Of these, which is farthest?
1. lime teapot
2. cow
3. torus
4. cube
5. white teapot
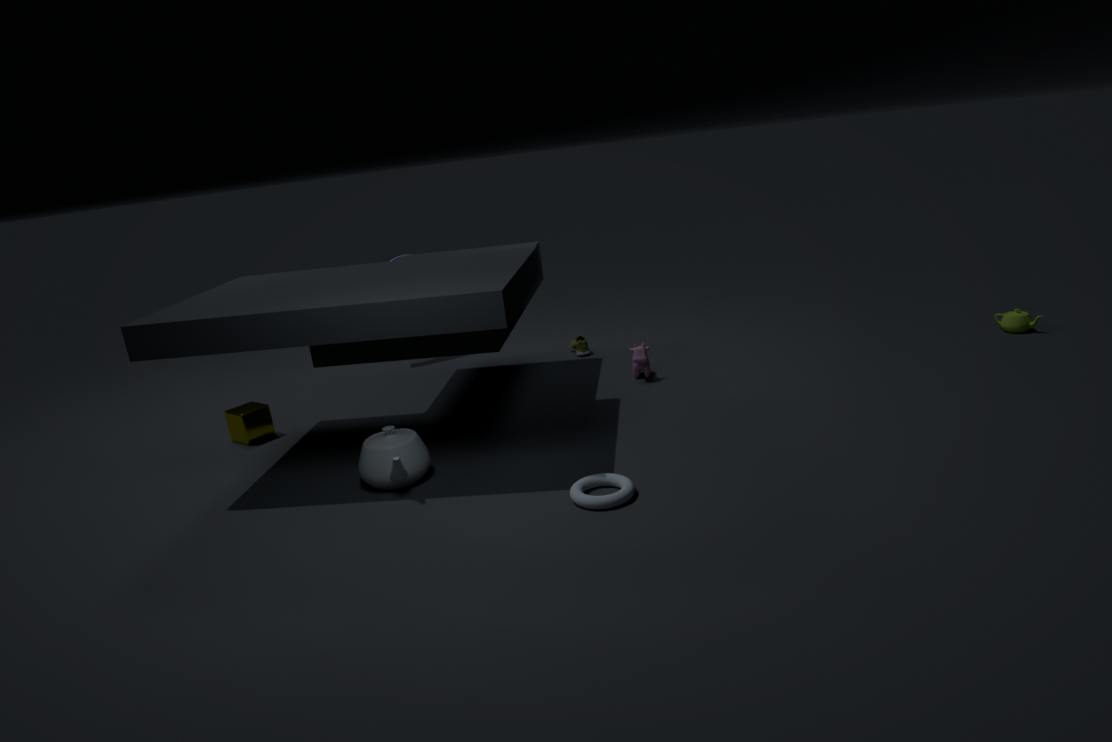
lime teapot
